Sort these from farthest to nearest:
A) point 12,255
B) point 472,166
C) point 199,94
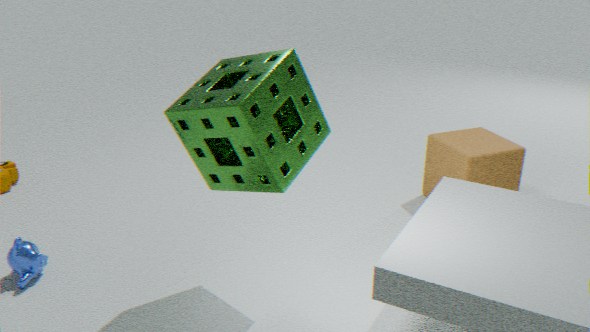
point 472,166
point 12,255
point 199,94
